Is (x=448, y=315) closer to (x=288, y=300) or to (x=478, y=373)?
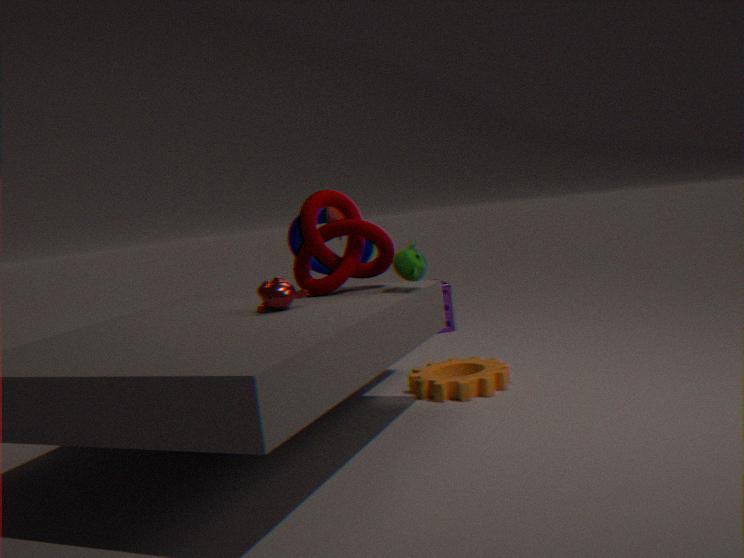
(x=478, y=373)
